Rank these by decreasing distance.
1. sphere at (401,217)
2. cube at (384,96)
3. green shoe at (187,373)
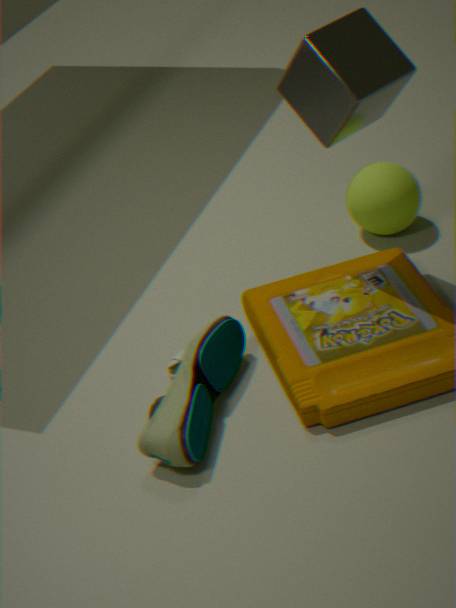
sphere at (401,217) < cube at (384,96) < green shoe at (187,373)
